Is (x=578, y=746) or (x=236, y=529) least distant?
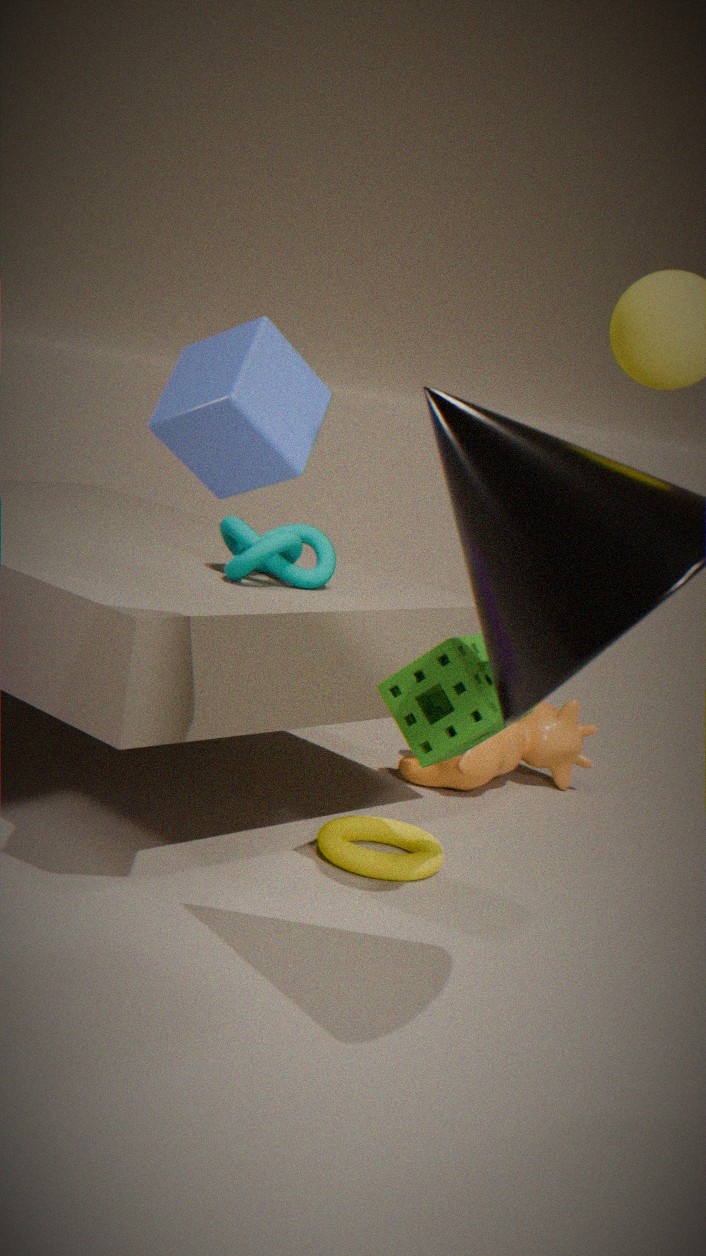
(x=236, y=529)
